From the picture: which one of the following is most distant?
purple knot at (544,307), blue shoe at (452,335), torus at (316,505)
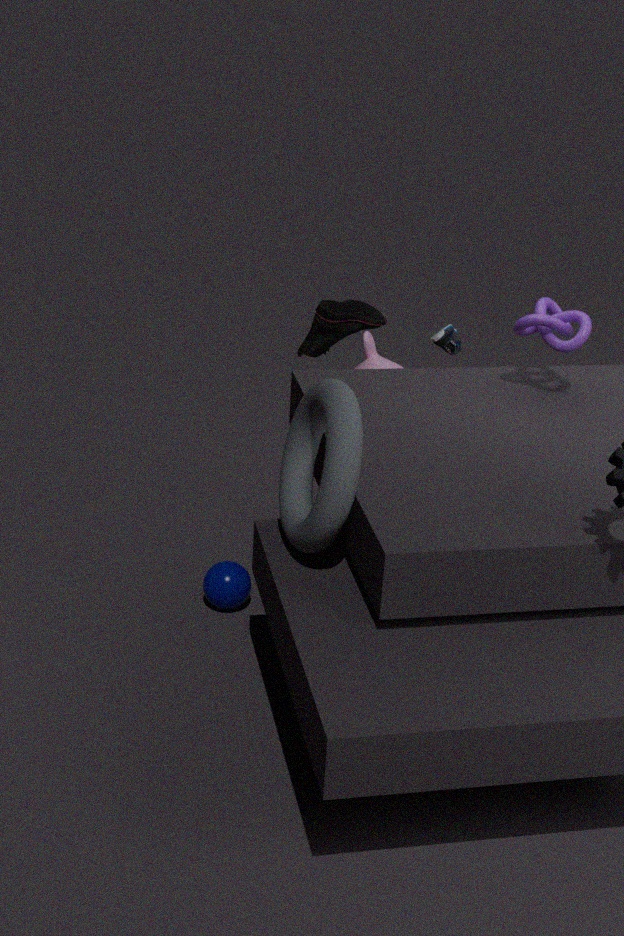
blue shoe at (452,335)
